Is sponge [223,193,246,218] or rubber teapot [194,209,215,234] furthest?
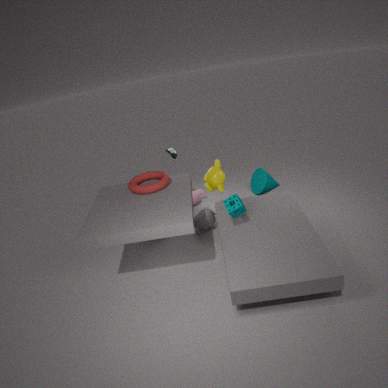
rubber teapot [194,209,215,234]
